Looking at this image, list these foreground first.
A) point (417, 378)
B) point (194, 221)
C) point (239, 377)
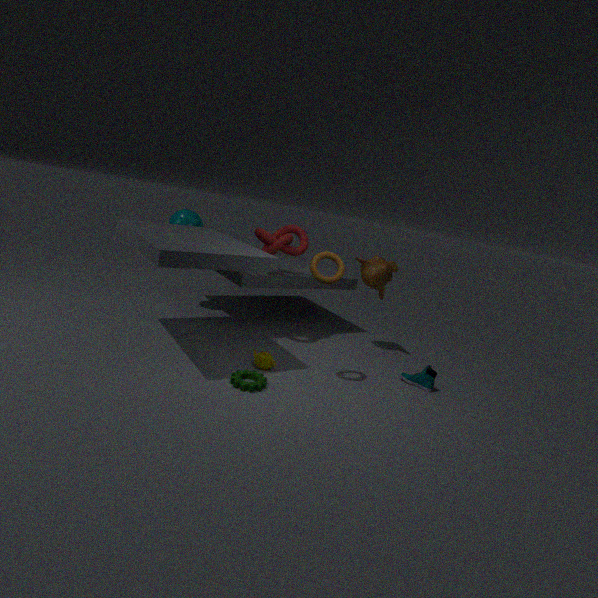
1. C. point (239, 377)
2. A. point (417, 378)
3. B. point (194, 221)
